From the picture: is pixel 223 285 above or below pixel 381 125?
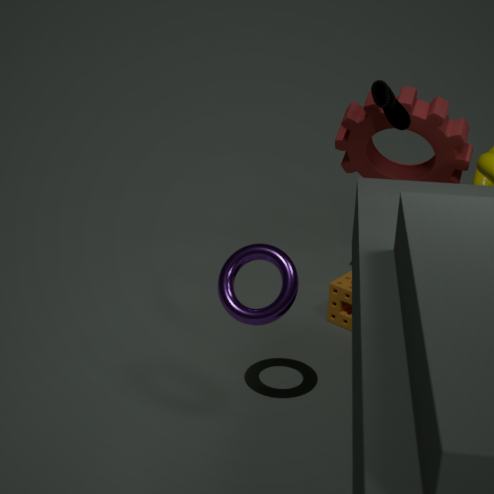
below
